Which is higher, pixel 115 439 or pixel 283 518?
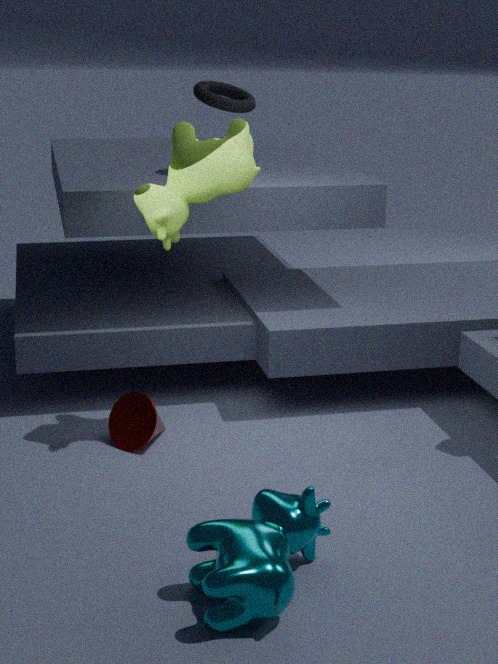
pixel 283 518
